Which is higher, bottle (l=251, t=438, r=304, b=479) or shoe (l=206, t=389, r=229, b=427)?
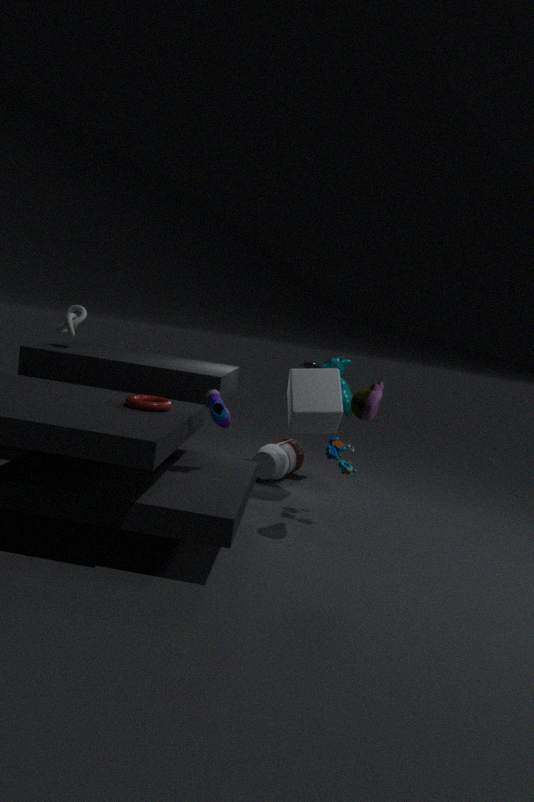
shoe (l=206, t=389, r=229, b=427)
